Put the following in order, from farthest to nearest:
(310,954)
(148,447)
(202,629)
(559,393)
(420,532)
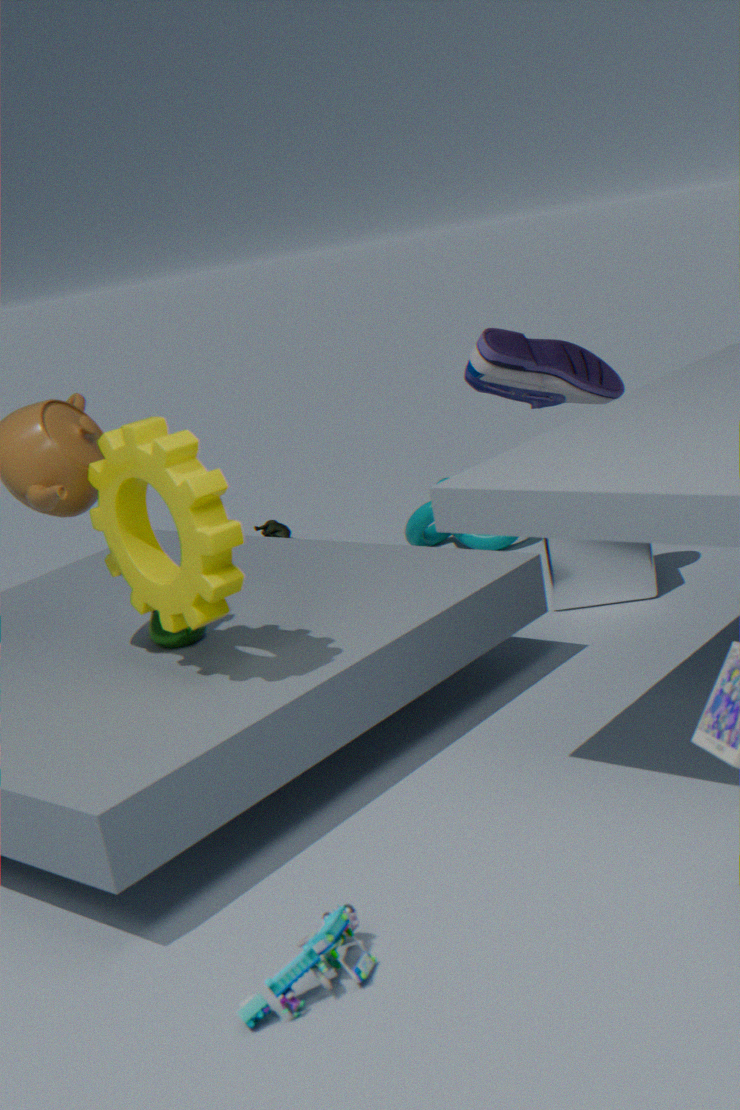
1. (420,532)
2. (559,393)
3. (202,629)
4. (148,447)
5. (310,954)
